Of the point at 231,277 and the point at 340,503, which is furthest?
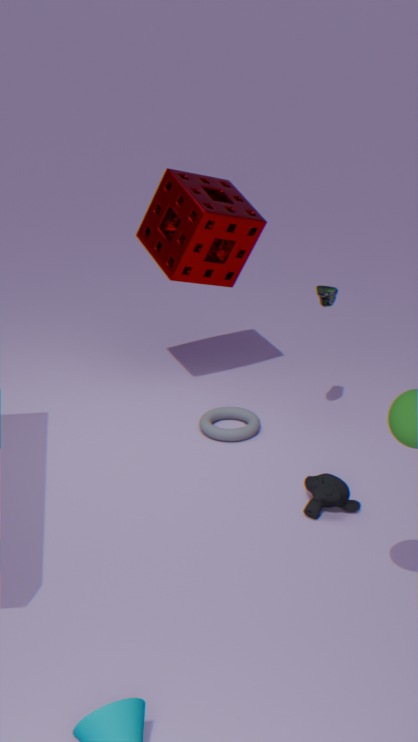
the point at 231,277
